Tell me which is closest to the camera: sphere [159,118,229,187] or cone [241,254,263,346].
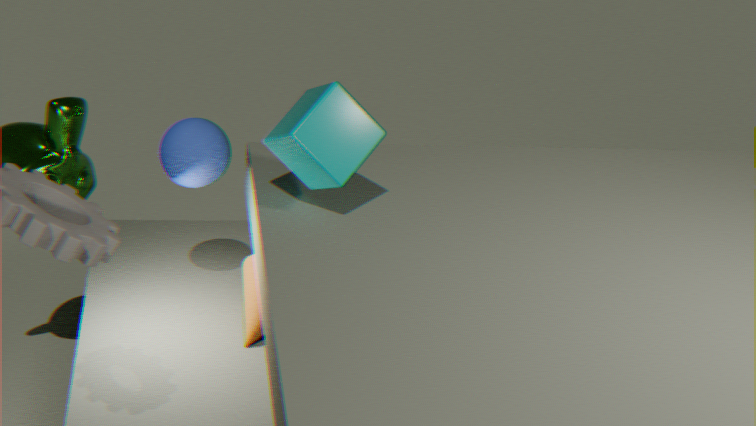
sphere [159,118,229,187]
